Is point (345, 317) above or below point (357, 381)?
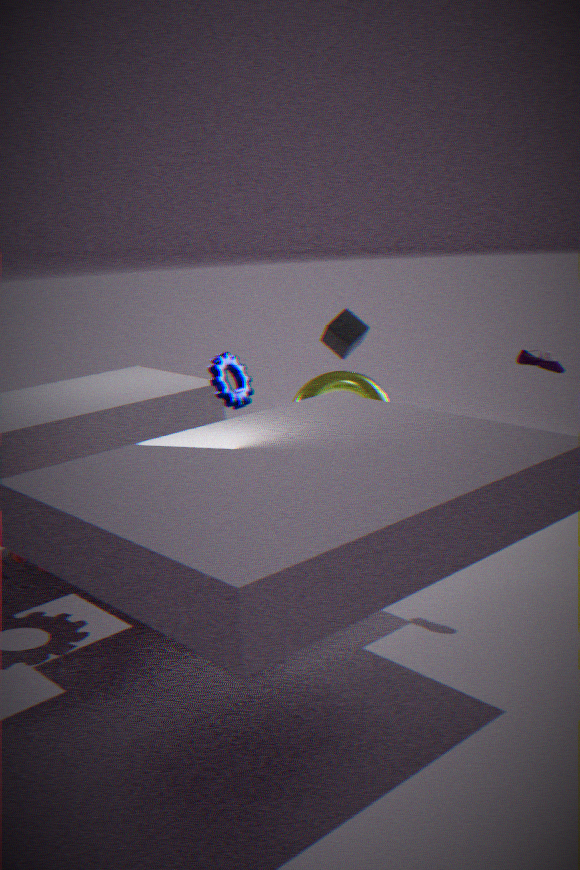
above
